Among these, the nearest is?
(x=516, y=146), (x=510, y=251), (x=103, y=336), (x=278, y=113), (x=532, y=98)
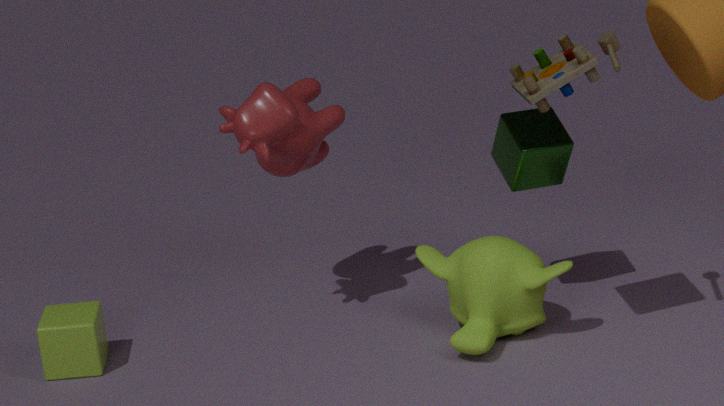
(x=532, y=98)
